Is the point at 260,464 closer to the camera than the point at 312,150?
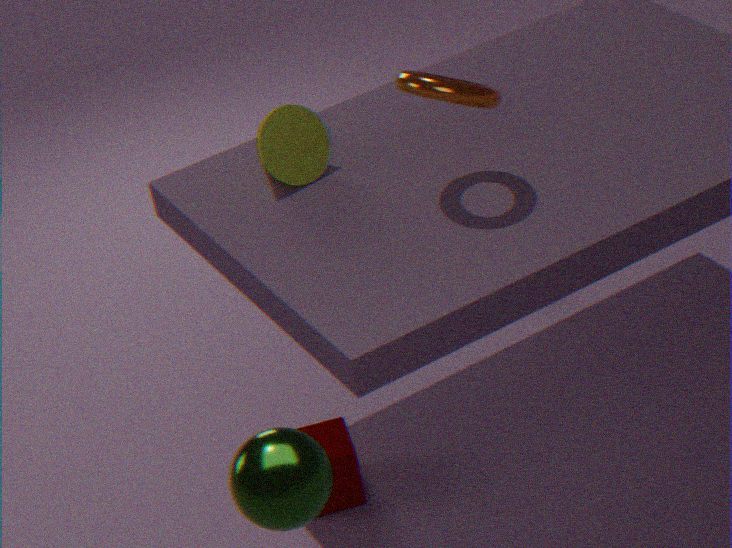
Yes
